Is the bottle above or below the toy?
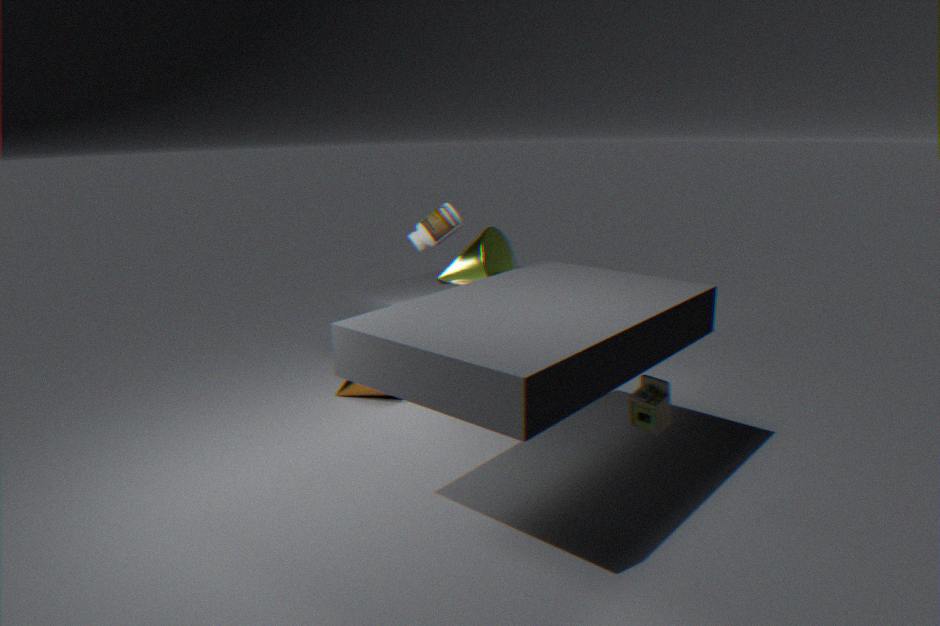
above
